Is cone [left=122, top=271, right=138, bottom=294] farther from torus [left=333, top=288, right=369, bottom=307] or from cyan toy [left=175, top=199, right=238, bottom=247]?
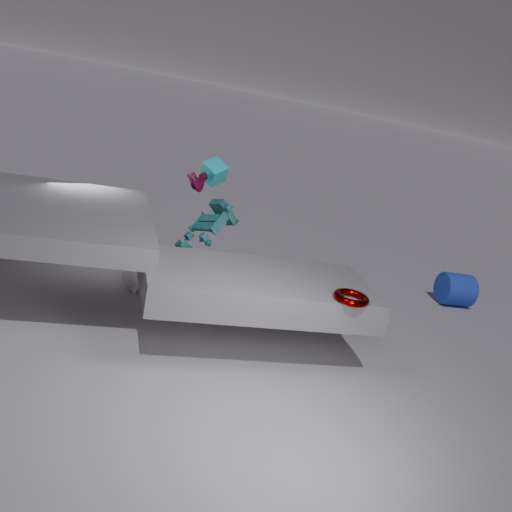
torus [left=333, top=288, right=369, bottom=307]
